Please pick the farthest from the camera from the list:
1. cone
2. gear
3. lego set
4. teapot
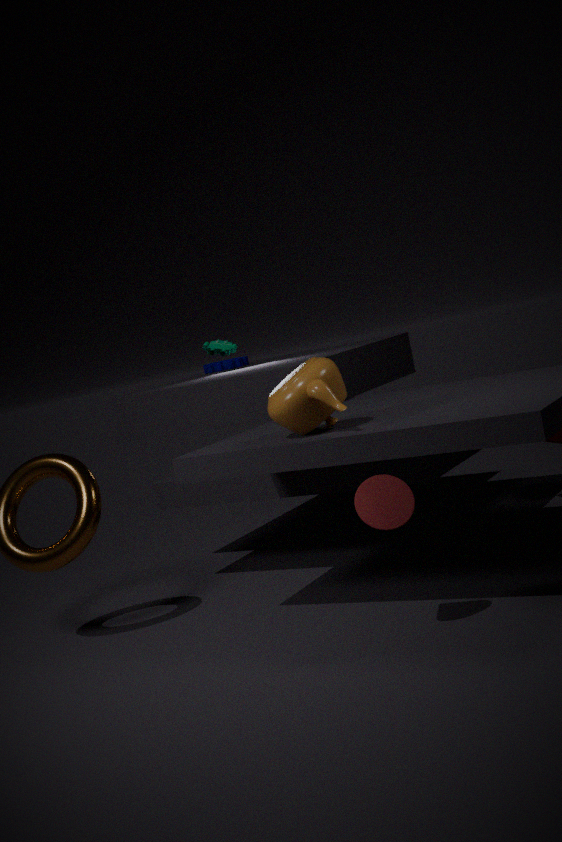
gear
